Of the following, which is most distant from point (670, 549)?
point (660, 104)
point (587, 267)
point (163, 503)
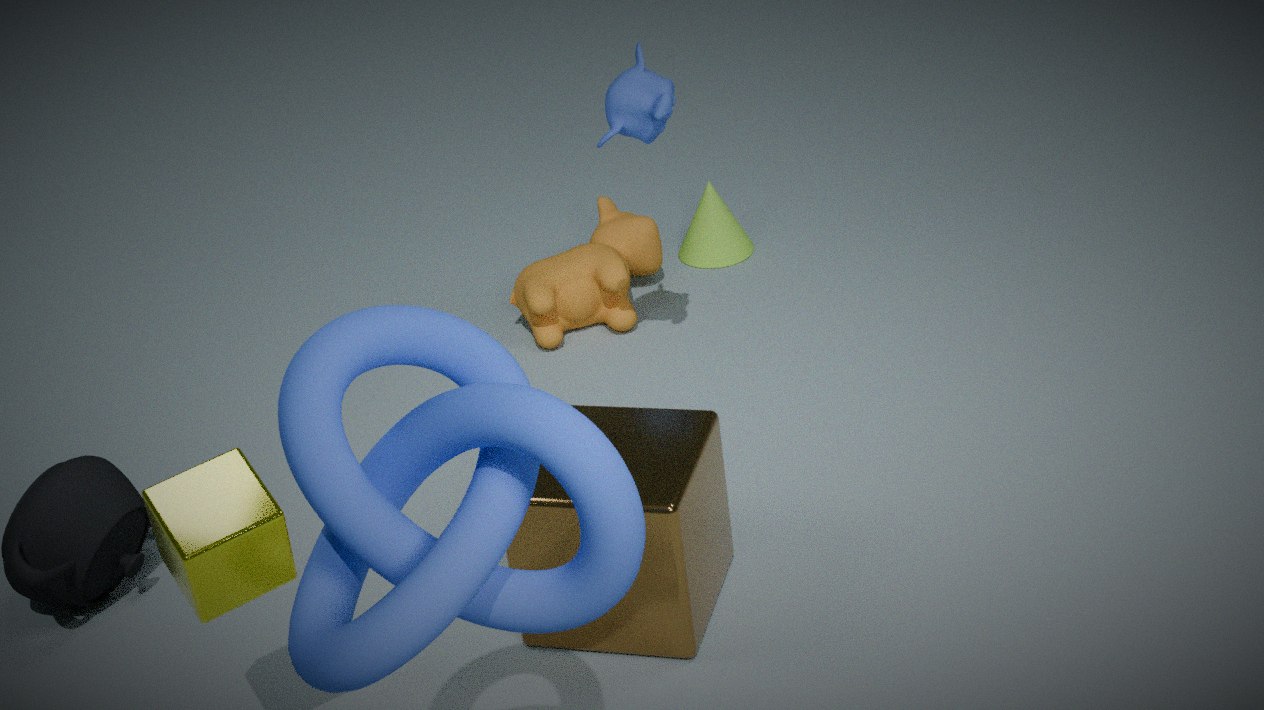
point (587, 267)
